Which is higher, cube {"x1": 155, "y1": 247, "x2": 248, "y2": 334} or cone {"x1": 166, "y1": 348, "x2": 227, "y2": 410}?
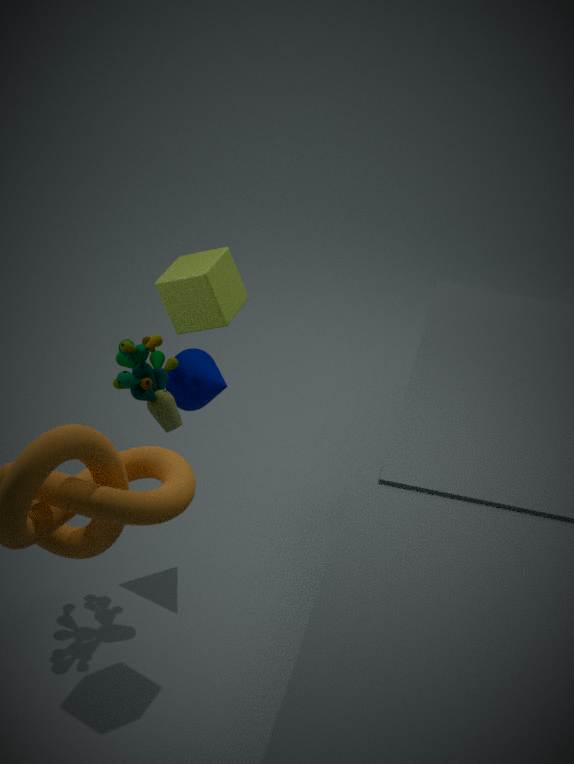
cube {"x1": 155, "y1": 247, "x2": 248, "y2": 334}
